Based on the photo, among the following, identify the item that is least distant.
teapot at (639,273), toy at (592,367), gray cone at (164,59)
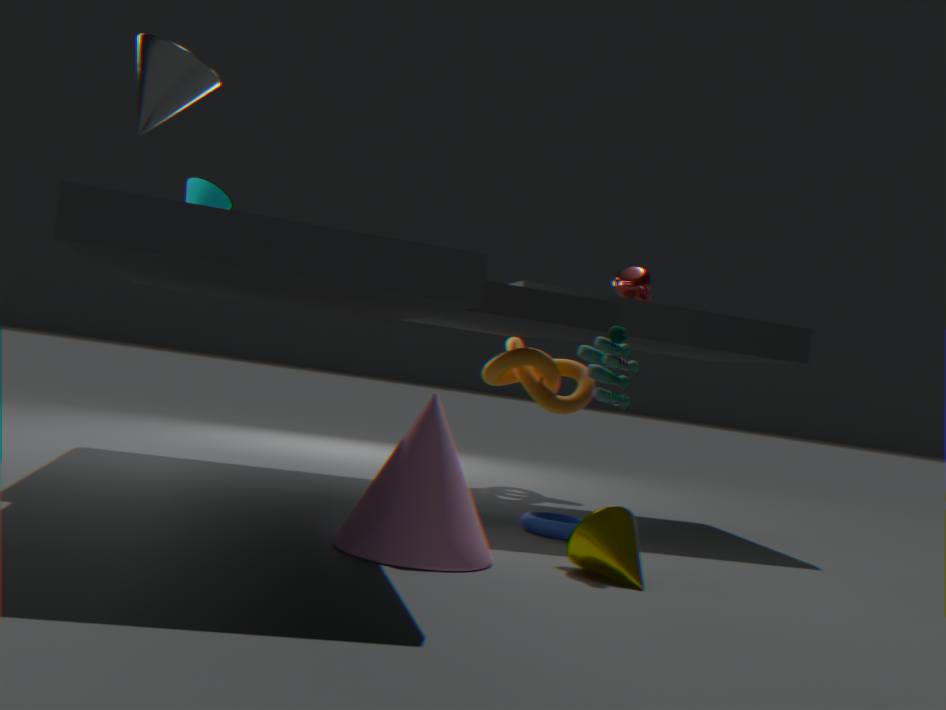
gray cone at (164,59)
